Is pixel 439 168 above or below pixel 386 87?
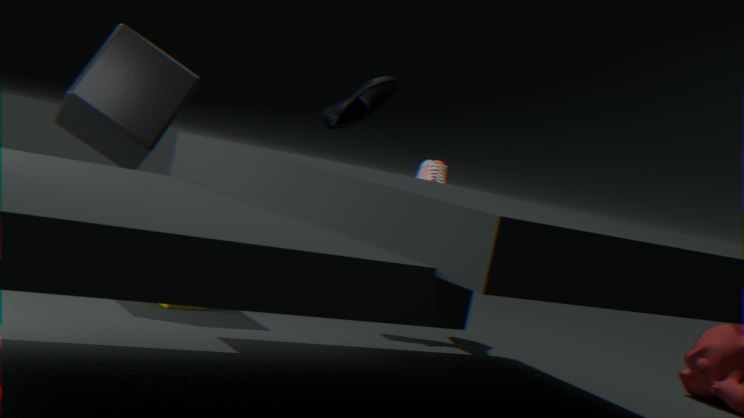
below
